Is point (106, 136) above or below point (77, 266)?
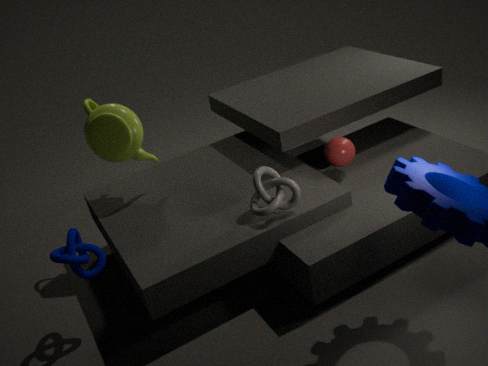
above
